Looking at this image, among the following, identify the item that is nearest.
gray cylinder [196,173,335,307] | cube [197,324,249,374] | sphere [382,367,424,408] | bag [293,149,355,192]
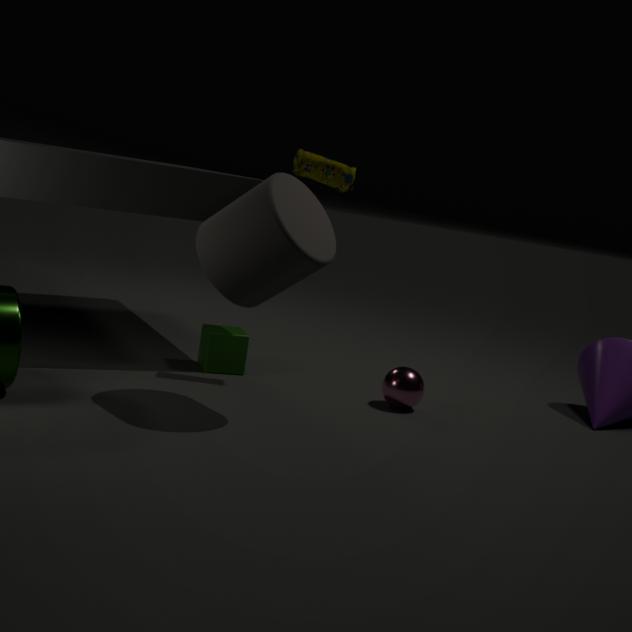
gray cylinder [196,173,335,307]
